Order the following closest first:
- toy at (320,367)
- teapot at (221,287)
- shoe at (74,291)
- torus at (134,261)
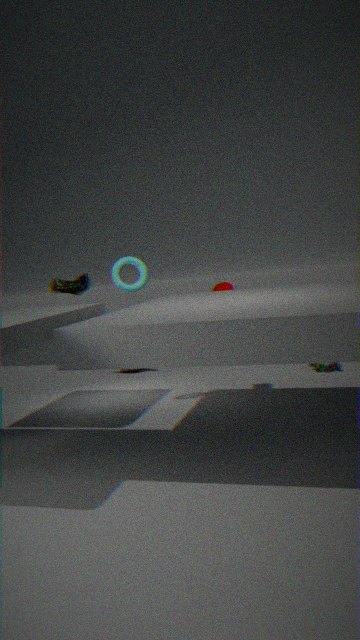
torus at (134,261) → shoe at (74,291) → teapot at (221,287) → toy at (320,367)
